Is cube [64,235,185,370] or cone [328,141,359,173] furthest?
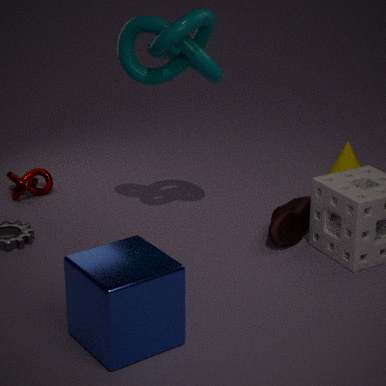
cone [328,141,359,173]
